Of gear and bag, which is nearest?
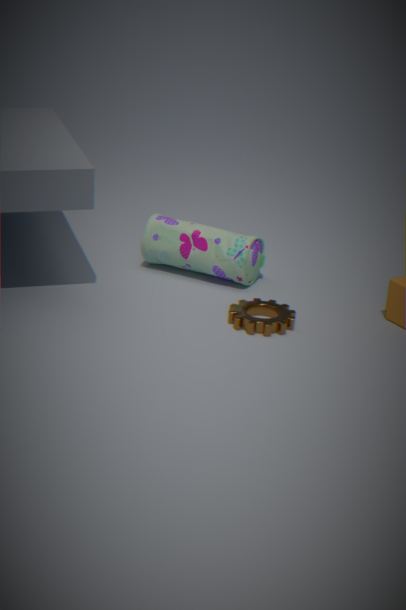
gear
